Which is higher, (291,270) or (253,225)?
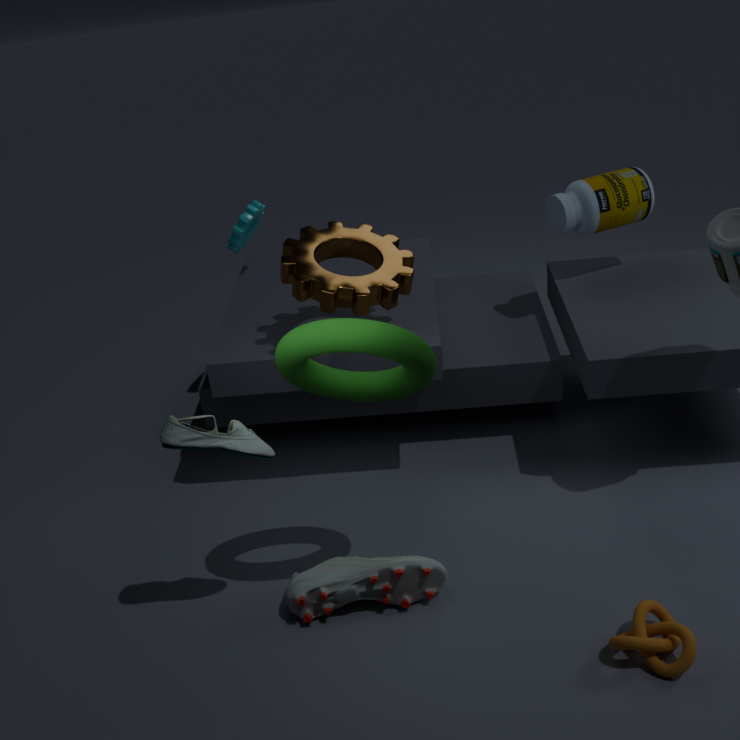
(291,270)
